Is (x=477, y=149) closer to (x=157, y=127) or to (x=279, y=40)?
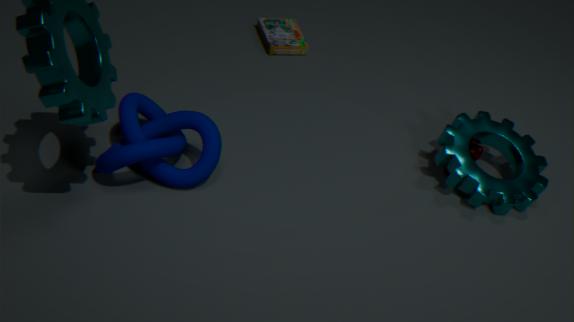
(x=279, y=40)
